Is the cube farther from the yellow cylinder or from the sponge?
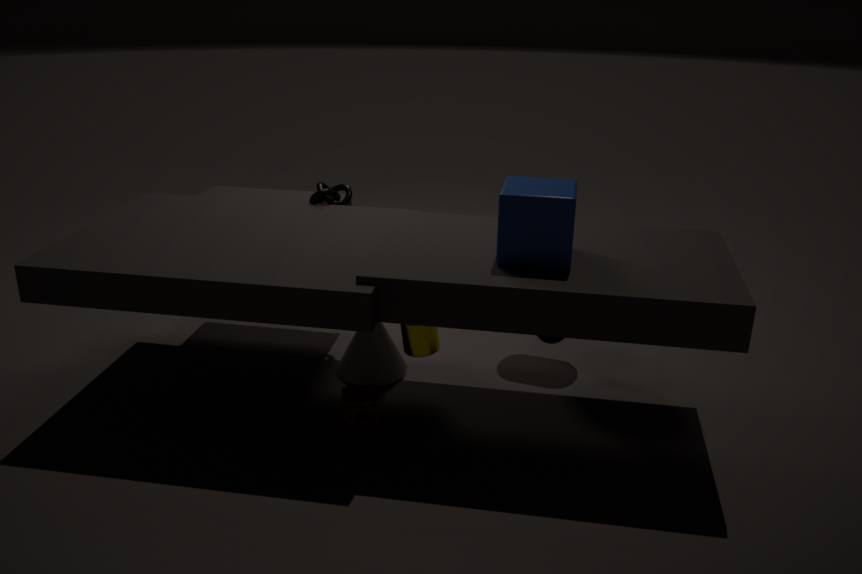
the sponge
